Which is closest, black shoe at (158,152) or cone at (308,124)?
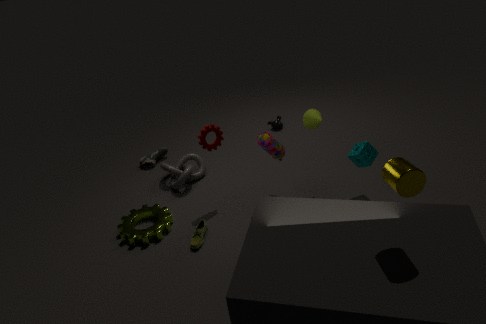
cone at (308,124)
